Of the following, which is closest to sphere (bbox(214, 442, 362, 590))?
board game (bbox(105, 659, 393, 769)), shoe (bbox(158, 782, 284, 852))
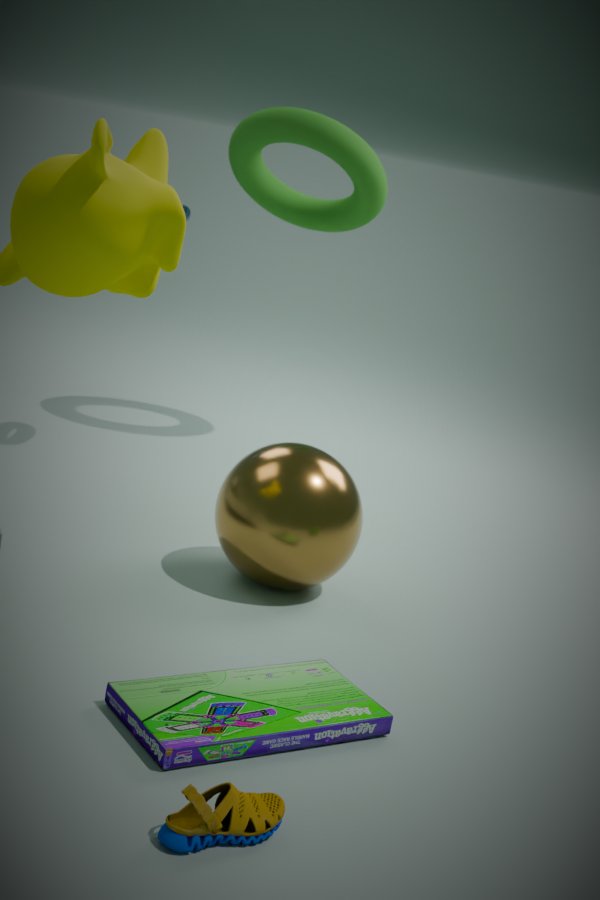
board game (bbox(105, 659, 393, 769))
